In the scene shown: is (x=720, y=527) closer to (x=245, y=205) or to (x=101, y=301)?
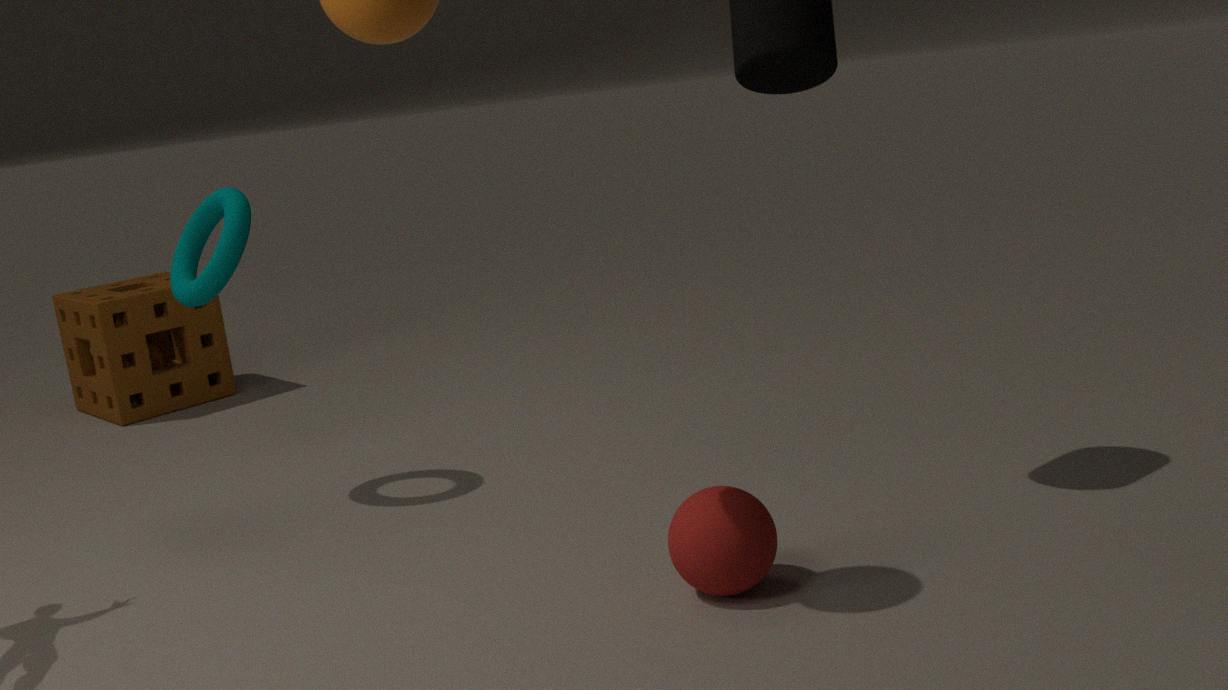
(x=245, y=205)
